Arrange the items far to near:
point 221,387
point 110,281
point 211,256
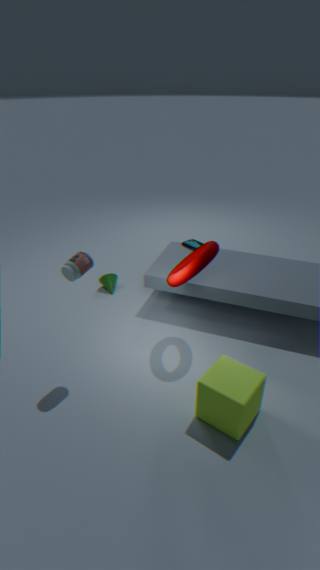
point 110,281 → point 211,256 → point 221,387
